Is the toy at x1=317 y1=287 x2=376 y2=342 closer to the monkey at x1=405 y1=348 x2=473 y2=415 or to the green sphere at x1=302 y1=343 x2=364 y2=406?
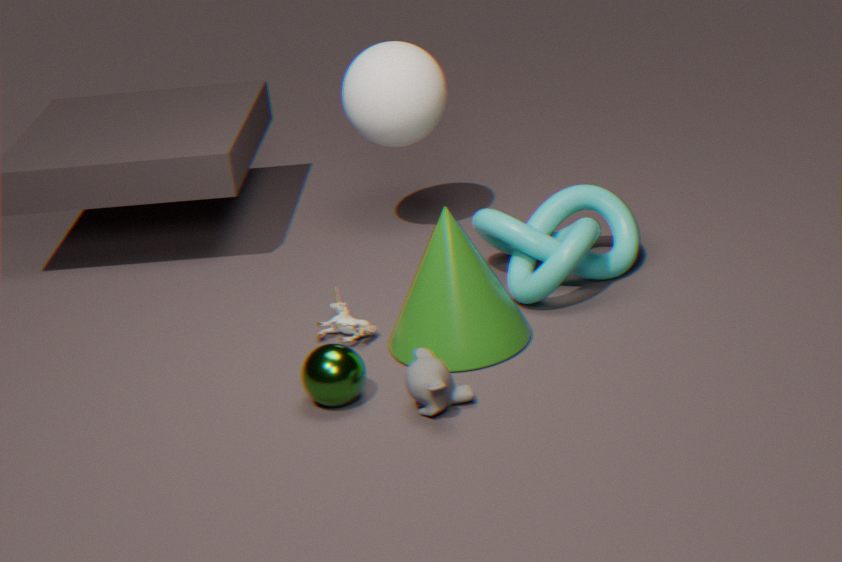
the green sphere at x1=302 y1=343 x2=364 y2=406
